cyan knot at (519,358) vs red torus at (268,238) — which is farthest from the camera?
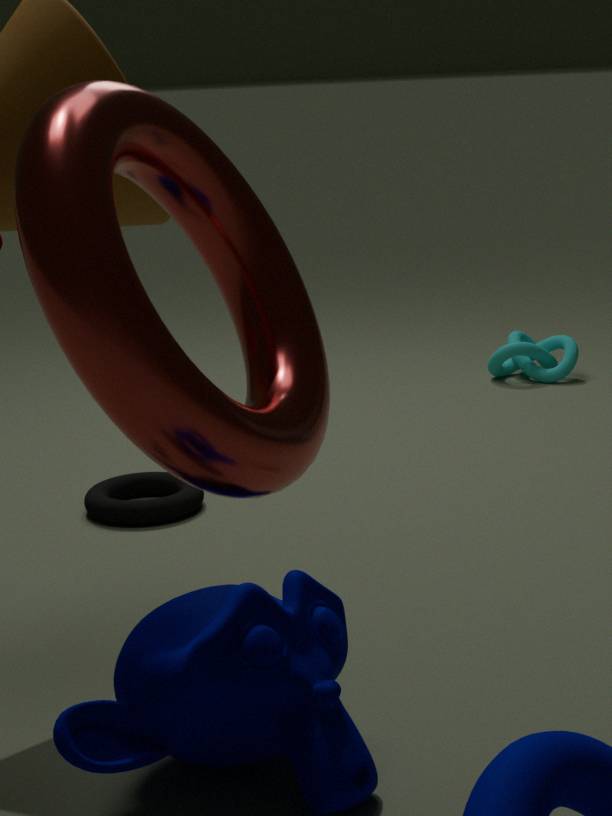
cyan knot at (519,358)
